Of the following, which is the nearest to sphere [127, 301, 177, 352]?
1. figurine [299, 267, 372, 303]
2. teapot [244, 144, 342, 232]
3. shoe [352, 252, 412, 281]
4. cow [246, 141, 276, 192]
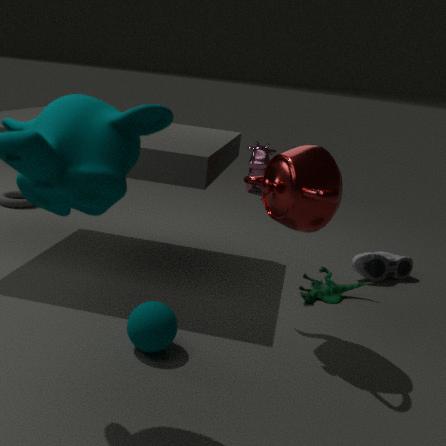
teapot [244, 144, 342, 232]
